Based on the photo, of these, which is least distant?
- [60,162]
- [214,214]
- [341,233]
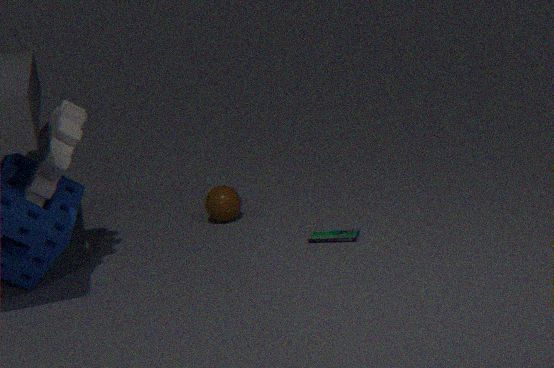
[60,162]
